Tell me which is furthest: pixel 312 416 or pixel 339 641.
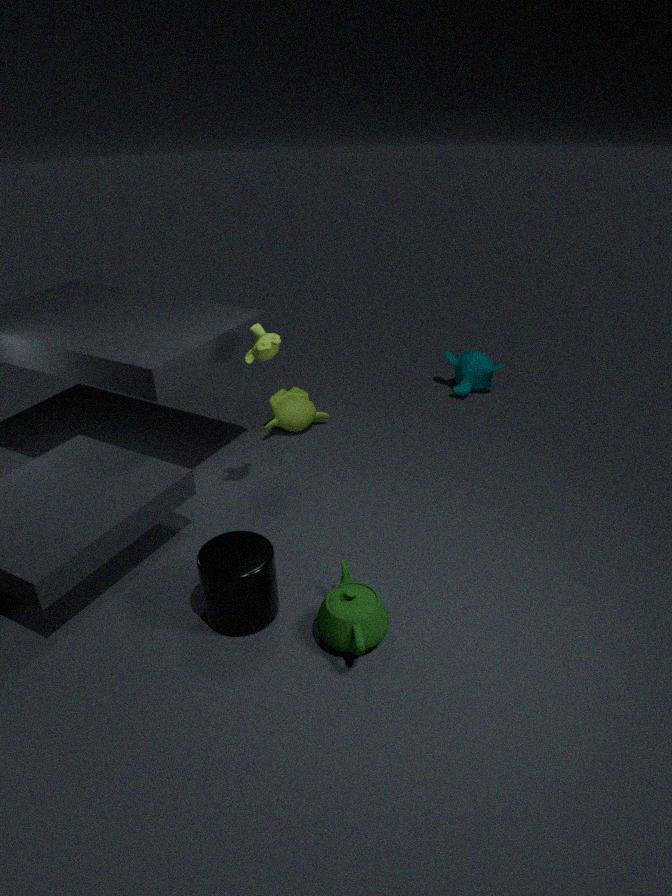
pixel 312 416
